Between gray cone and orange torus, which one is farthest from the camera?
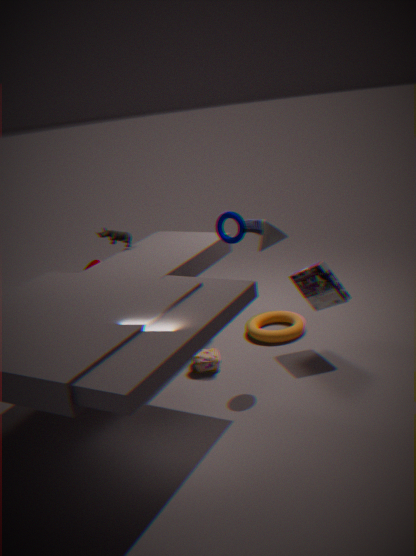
orange torus
